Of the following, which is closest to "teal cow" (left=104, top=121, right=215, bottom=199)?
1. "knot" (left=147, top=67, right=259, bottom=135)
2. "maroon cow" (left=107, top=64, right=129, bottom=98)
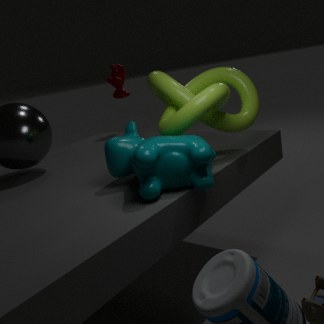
"knot" (left=147, top=67, right=259, bottom=135)
